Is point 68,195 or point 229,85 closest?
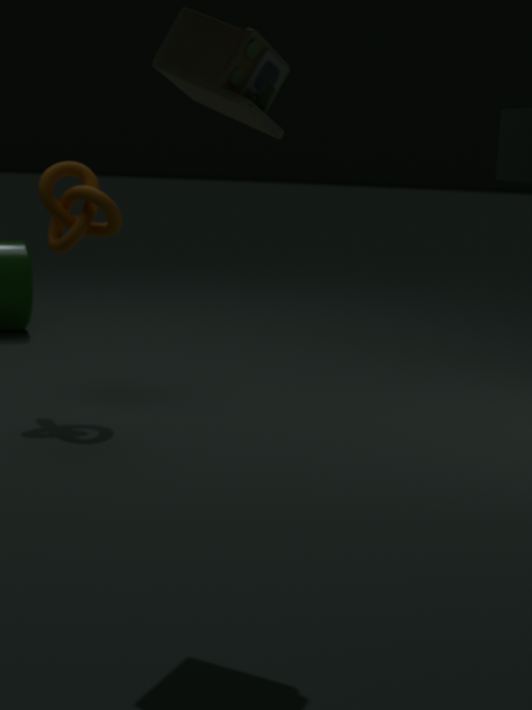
point 229,85
